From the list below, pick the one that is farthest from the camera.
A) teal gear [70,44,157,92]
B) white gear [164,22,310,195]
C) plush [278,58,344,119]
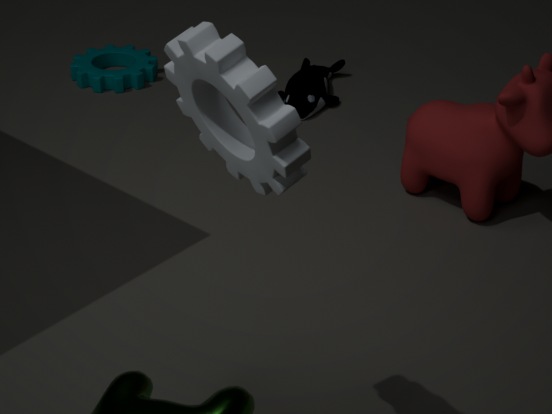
teal gear [70,44,157,92]
